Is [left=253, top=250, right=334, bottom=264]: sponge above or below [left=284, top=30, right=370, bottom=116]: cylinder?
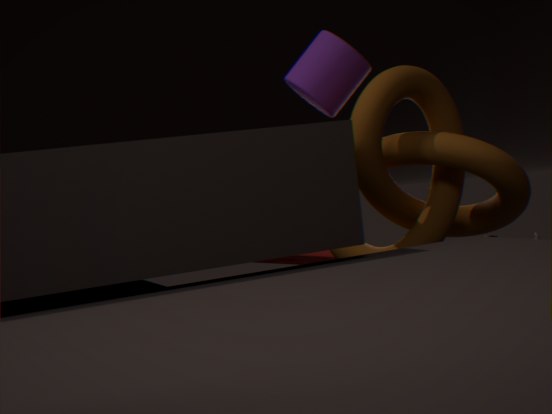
below
